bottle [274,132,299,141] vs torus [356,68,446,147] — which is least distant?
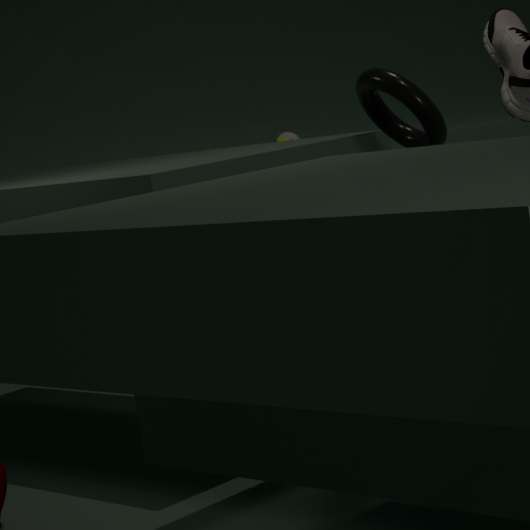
torus [356,68,446,147]
